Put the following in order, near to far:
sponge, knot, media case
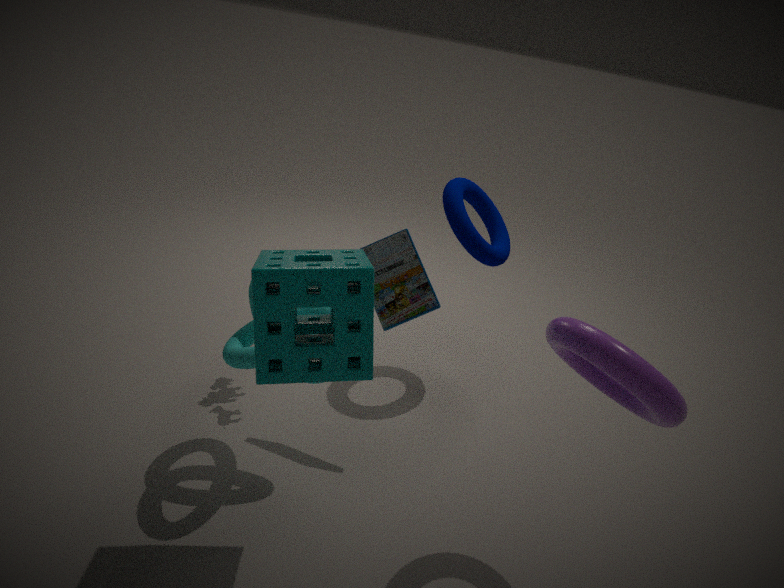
sponge < knot < media case
